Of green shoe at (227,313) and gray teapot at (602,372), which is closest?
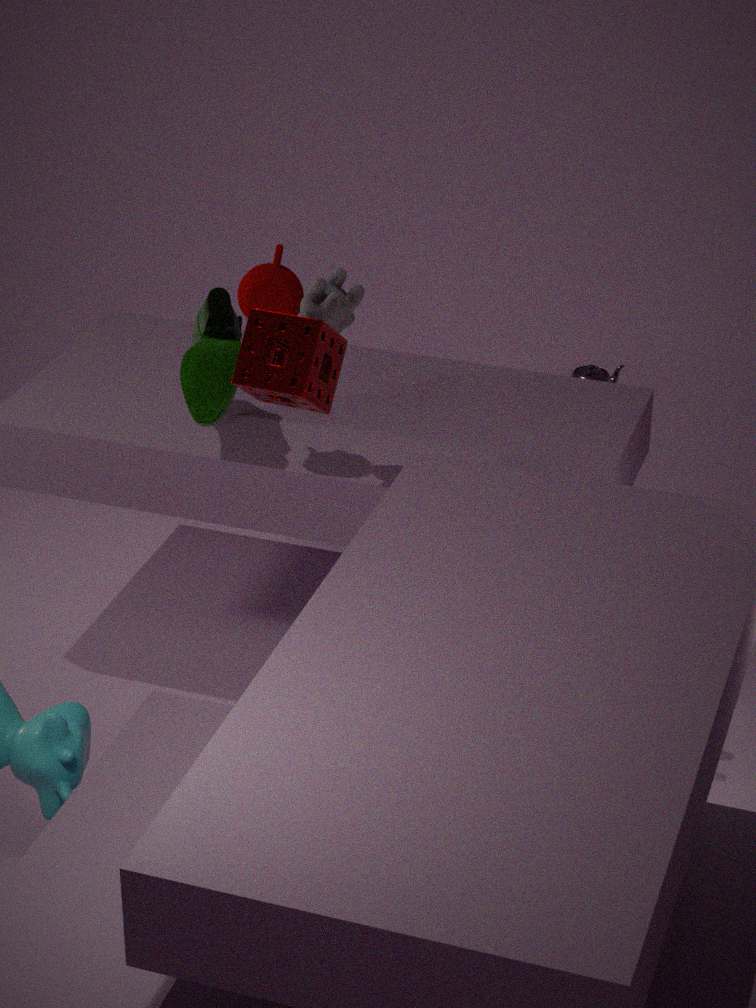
green shoe at (227,313)
